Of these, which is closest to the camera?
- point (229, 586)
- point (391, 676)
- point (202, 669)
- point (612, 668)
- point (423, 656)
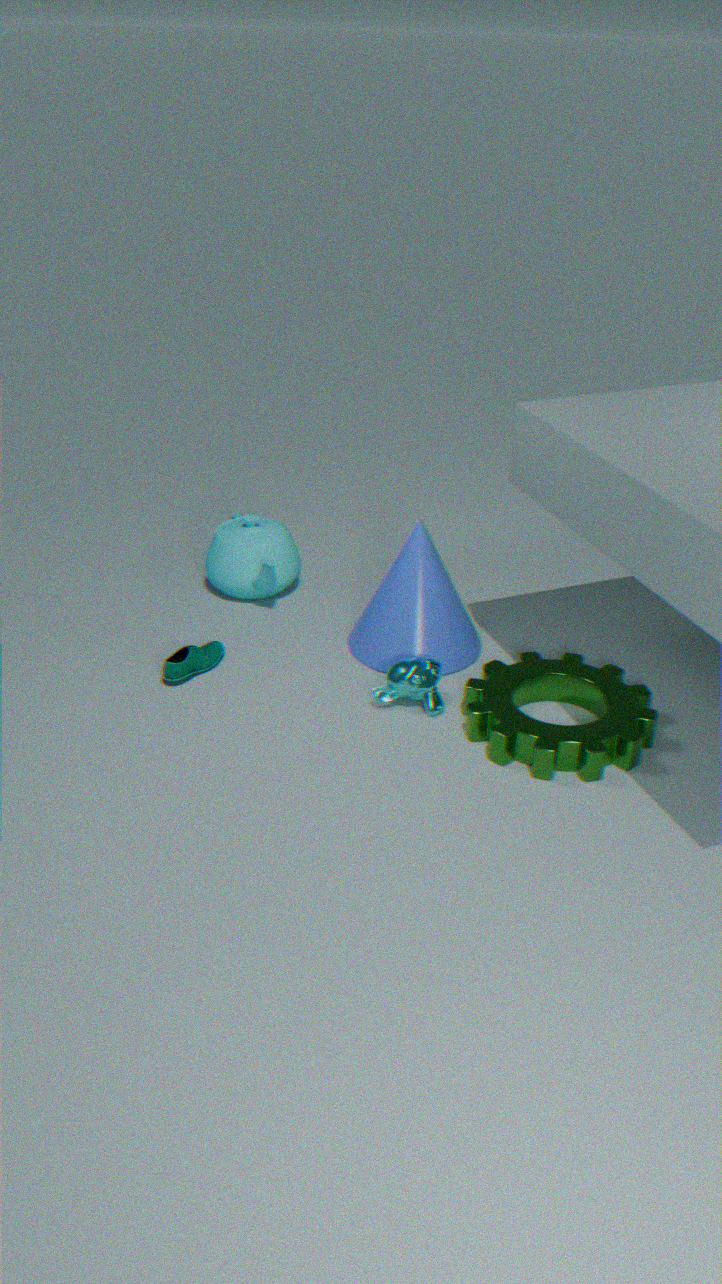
point (391, 676)
